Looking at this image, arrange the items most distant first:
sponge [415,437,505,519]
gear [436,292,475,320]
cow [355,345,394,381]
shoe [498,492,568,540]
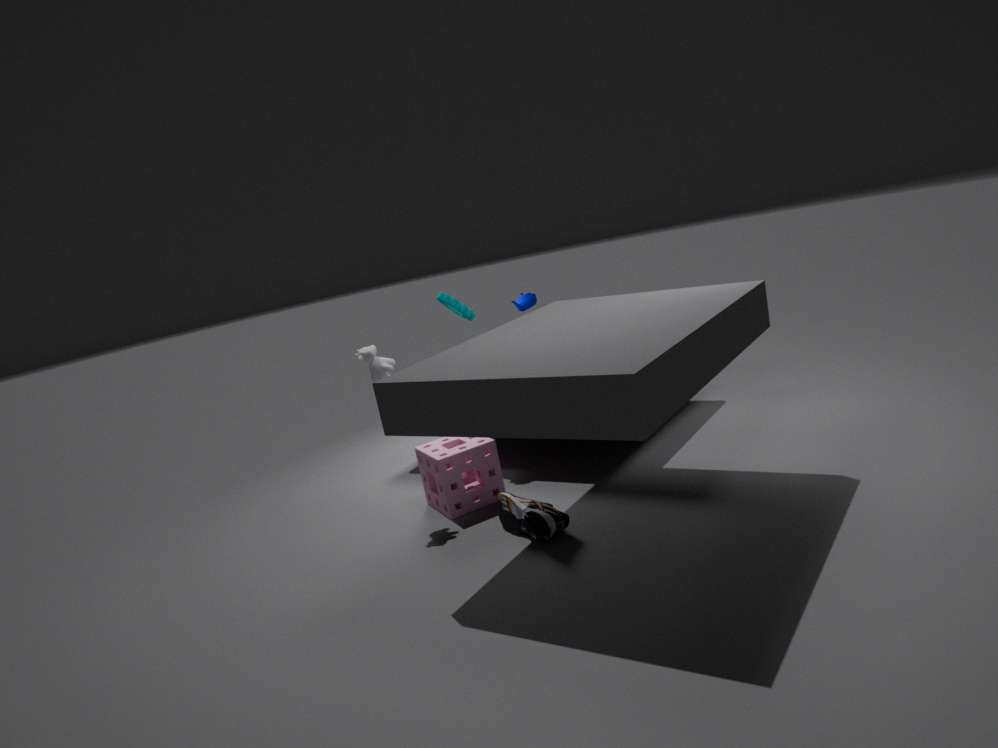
gear [436,292,475,320] < sponge [415,437,505,519] < cow [355,345,394,381] < shoe [498,492,568,540]
